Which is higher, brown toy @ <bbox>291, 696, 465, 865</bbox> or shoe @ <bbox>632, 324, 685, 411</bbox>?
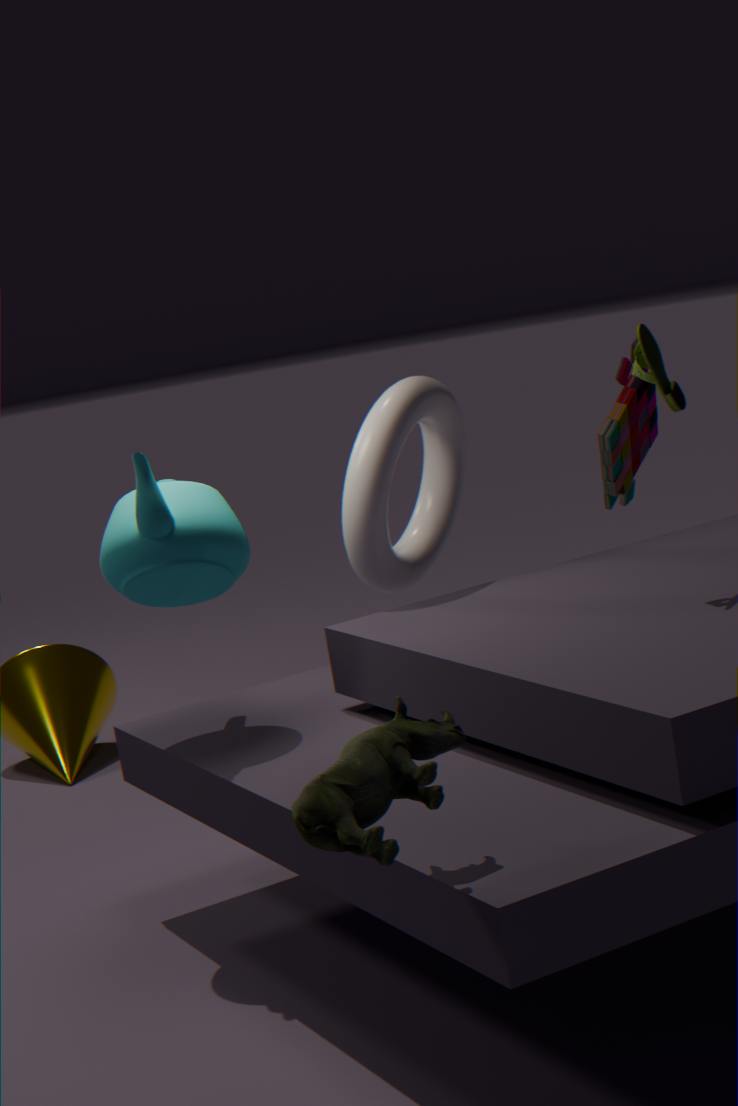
shoe @ <bbox>632, 324, 685, 411</bbox>
